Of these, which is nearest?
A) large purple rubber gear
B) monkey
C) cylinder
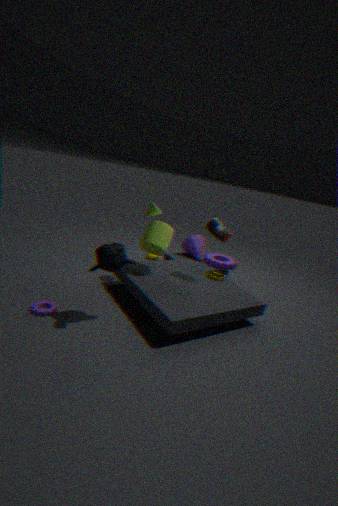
B. monkey
